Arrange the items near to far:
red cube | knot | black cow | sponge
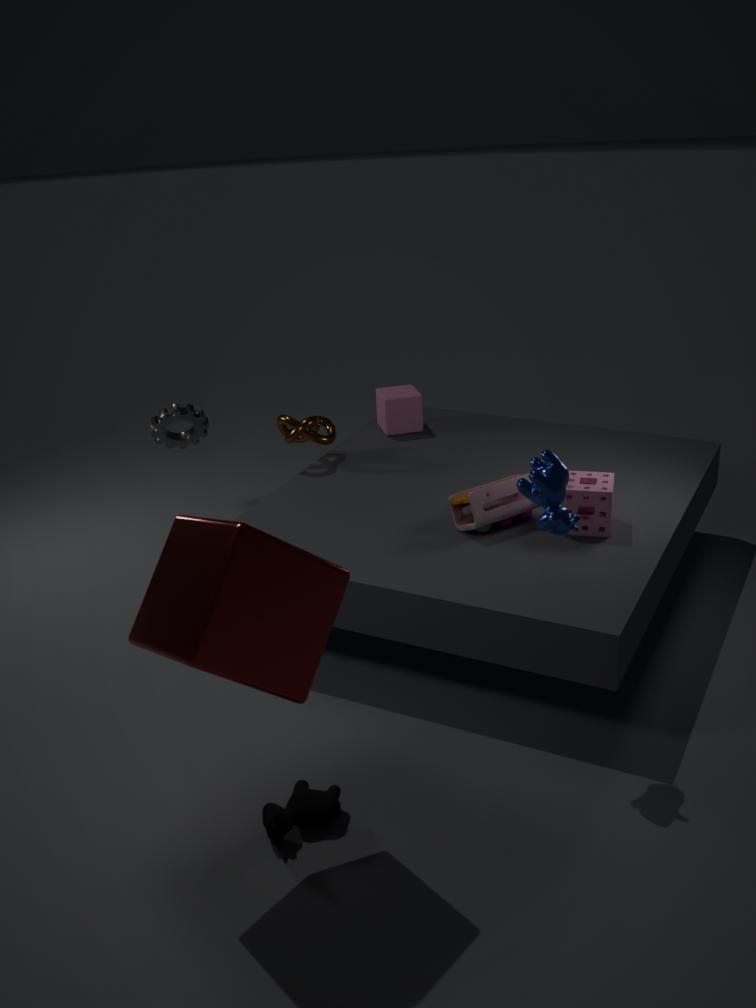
1. red cube
2. black cow
3. sponge
4. knot
